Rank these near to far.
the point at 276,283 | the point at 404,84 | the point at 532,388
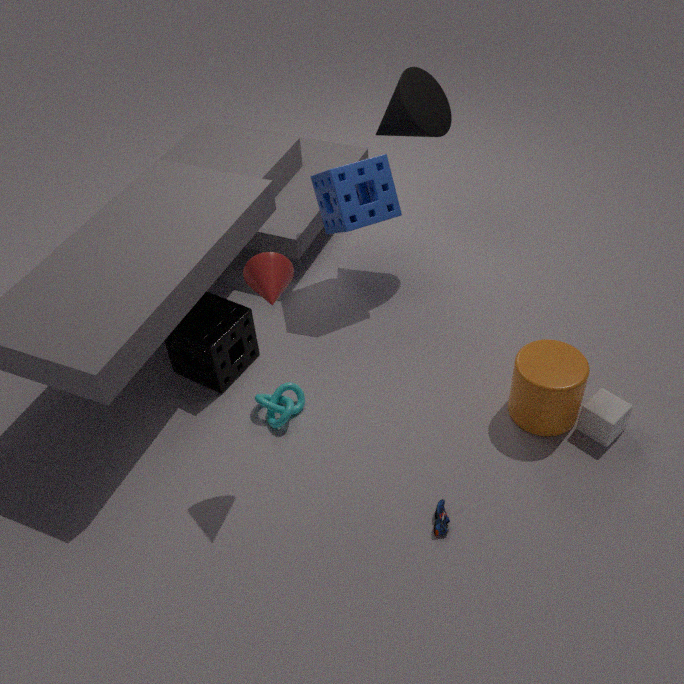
the point at 276,283, the point at 532,388, the point at 404,84
